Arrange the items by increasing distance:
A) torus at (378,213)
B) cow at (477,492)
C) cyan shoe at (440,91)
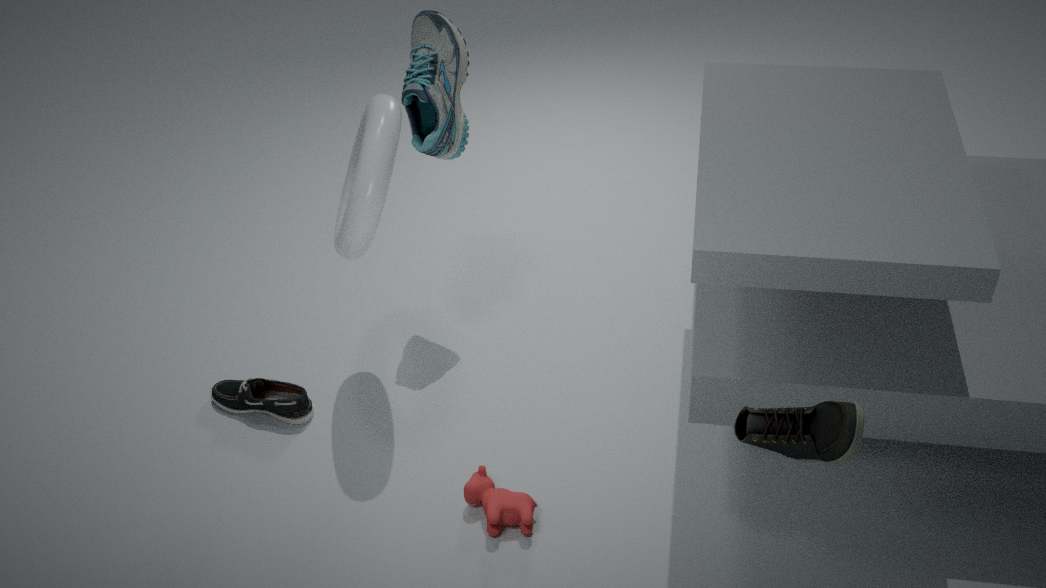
1. torus at (378,213)
2. cow at (477,492)
3. cyan shoe at (440,91)
